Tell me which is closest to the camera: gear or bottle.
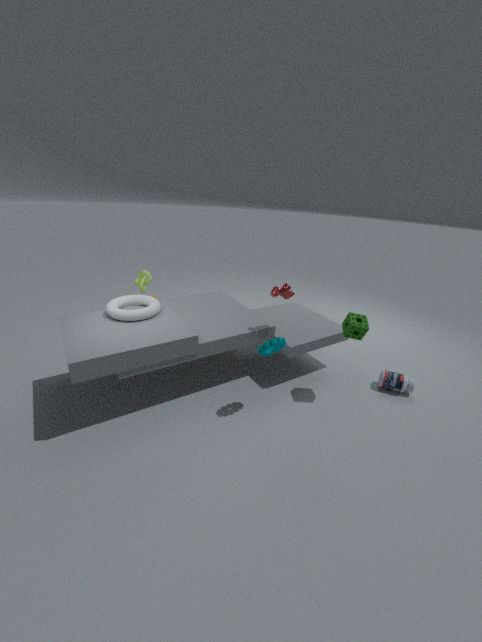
gear
